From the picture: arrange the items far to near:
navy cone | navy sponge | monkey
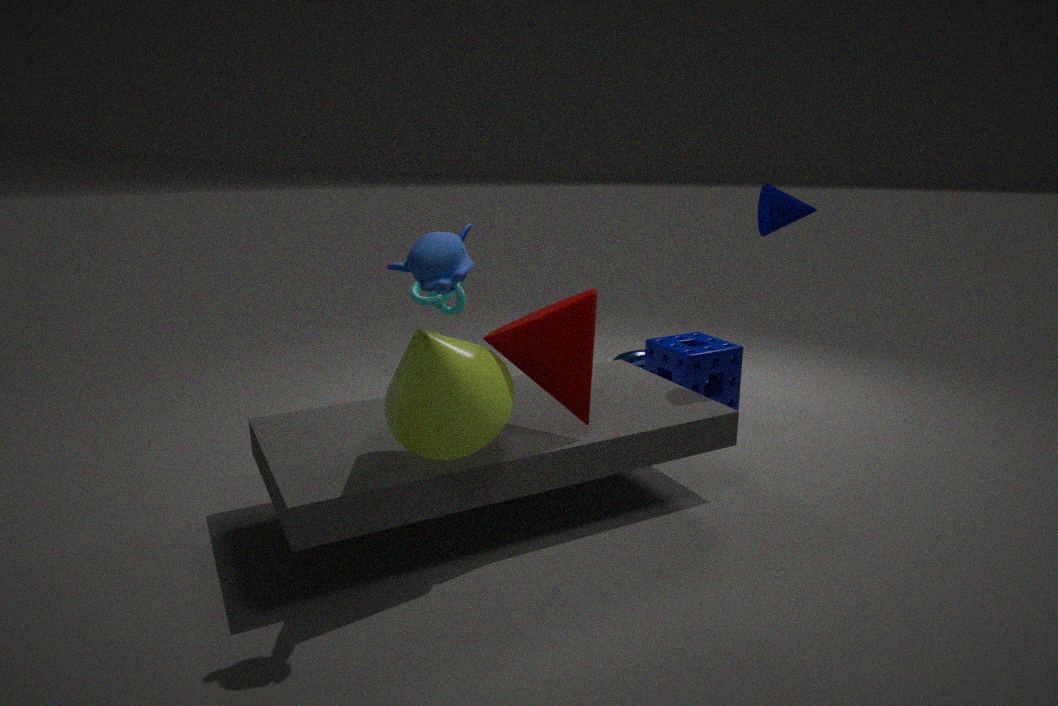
1. navy sponge
2. navy cone
3. monkey
